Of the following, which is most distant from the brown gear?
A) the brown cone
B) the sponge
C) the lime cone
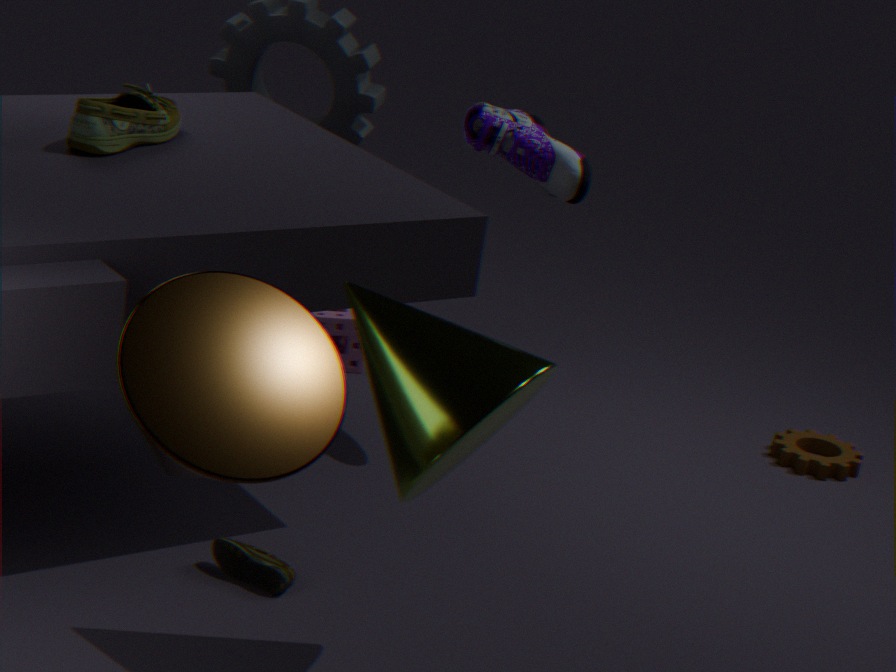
the brown cone
